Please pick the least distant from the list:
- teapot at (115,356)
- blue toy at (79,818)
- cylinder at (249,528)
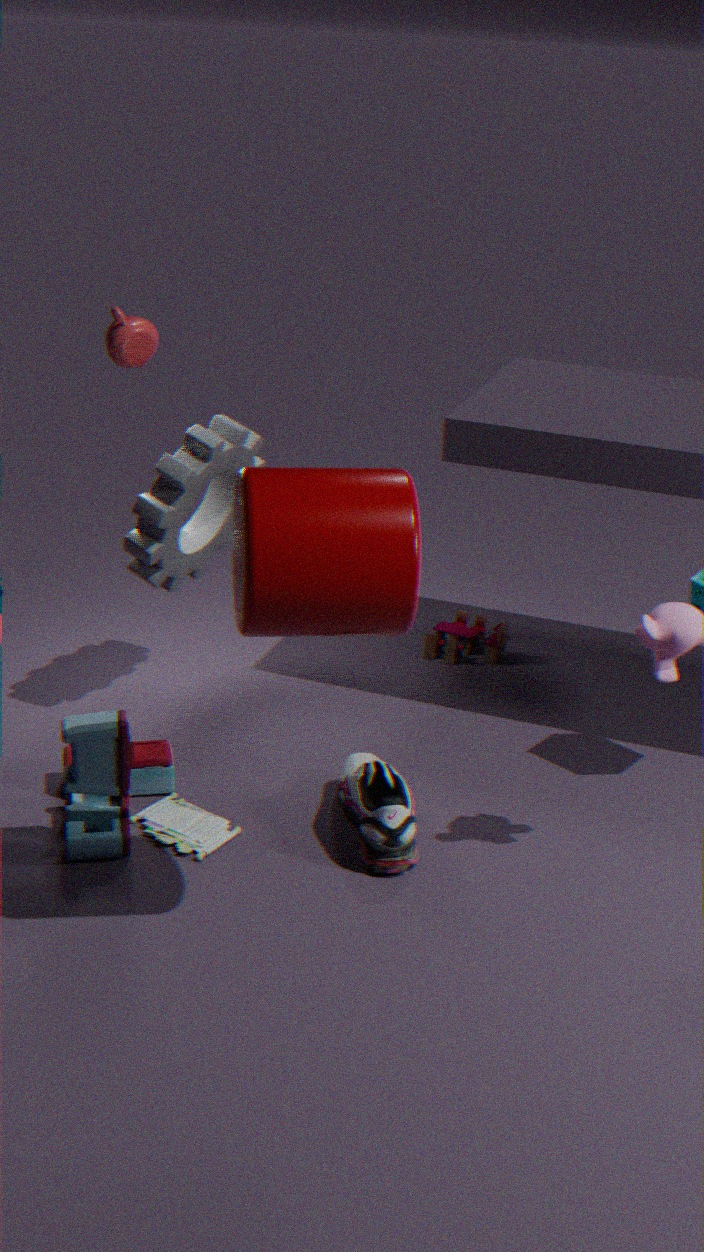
cylinder at (249,528)
